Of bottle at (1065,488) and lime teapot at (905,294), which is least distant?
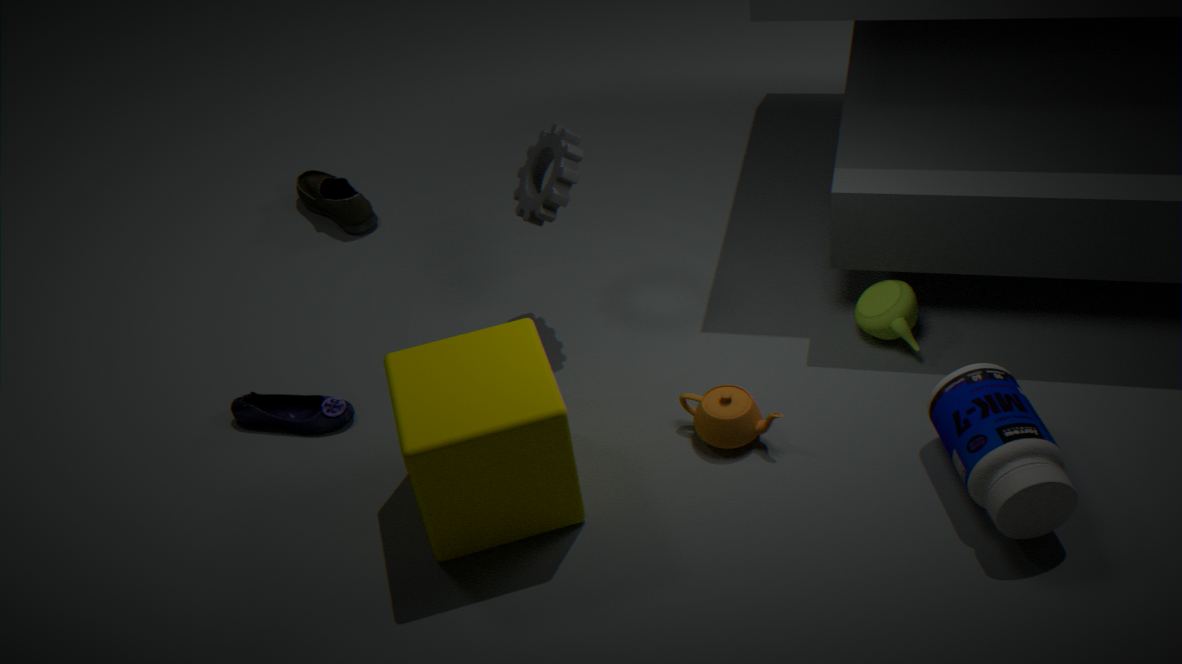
bottle at (1065,488)
